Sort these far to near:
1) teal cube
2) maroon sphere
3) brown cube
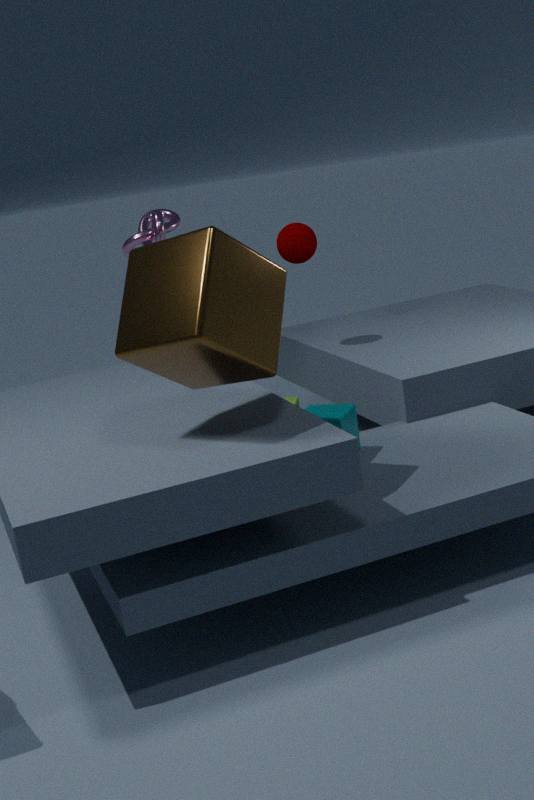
1. 2. maroon sphere
2. 1. teal cube
3. 3. brown cube
